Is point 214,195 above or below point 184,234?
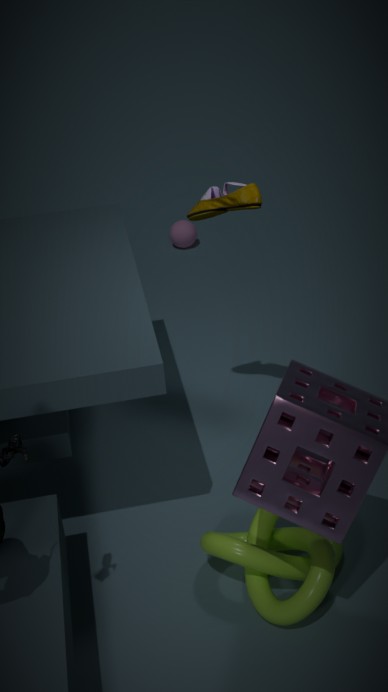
above
